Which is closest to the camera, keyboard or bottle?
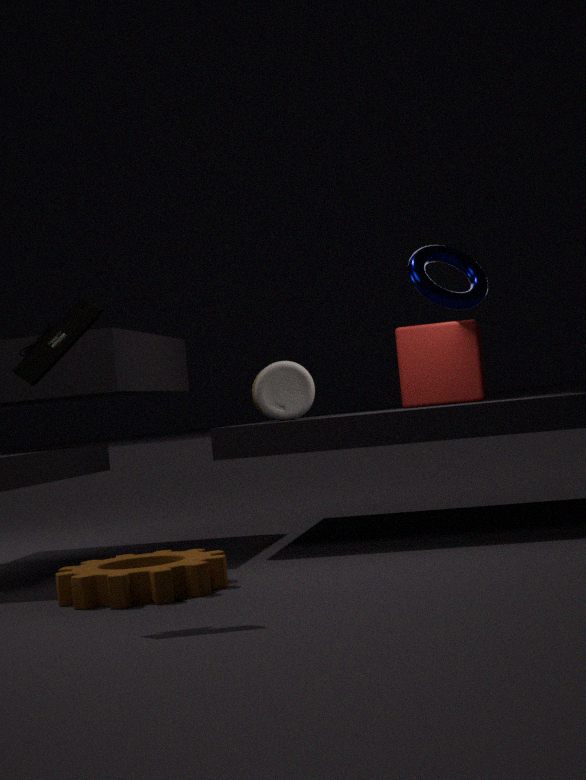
keyboard
